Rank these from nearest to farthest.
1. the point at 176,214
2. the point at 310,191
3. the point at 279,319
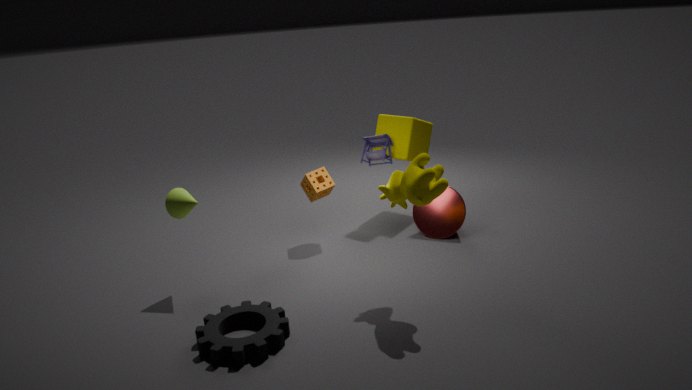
the point at 279,319 → the point at 176,214 → the point at 310,191
